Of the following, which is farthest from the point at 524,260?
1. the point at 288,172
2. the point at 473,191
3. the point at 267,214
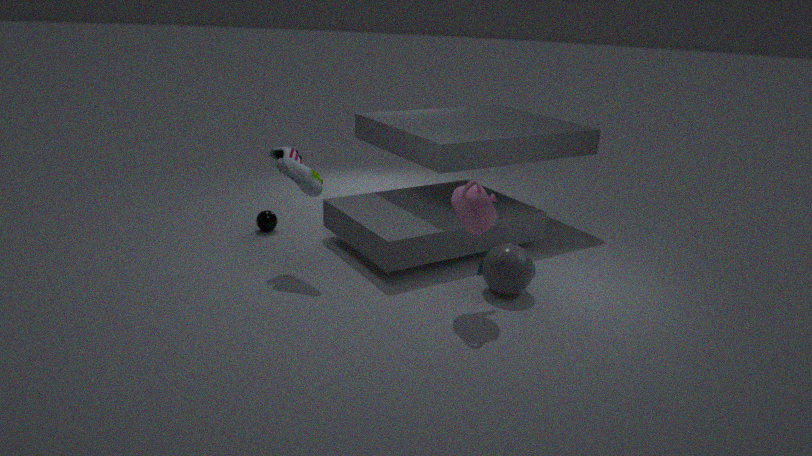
the point at 267,214
